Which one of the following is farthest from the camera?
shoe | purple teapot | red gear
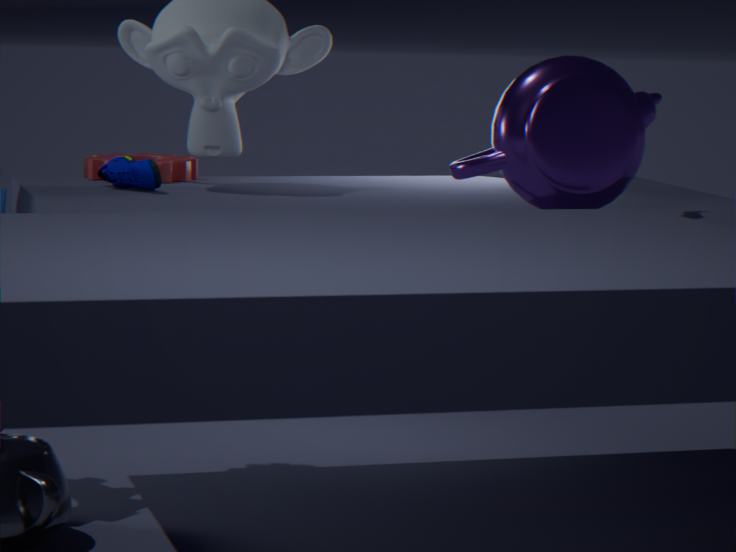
red gear
